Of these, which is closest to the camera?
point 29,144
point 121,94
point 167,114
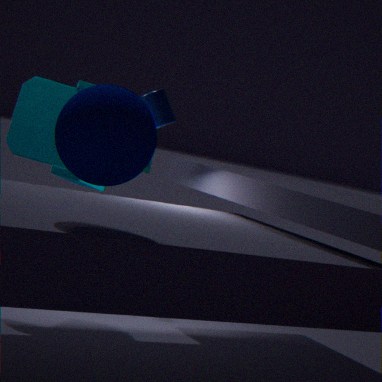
point 121,94
